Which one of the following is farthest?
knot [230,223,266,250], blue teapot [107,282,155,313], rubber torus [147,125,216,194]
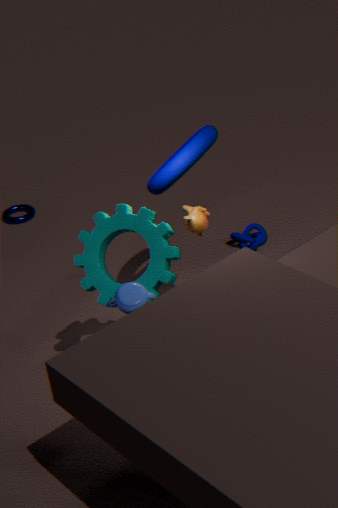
knot [230,223,266,250]
